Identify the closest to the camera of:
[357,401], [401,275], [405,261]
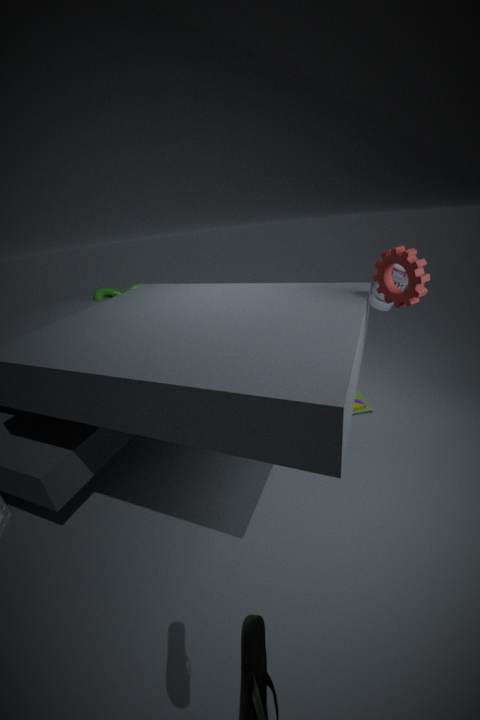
Answer: [405,261]
